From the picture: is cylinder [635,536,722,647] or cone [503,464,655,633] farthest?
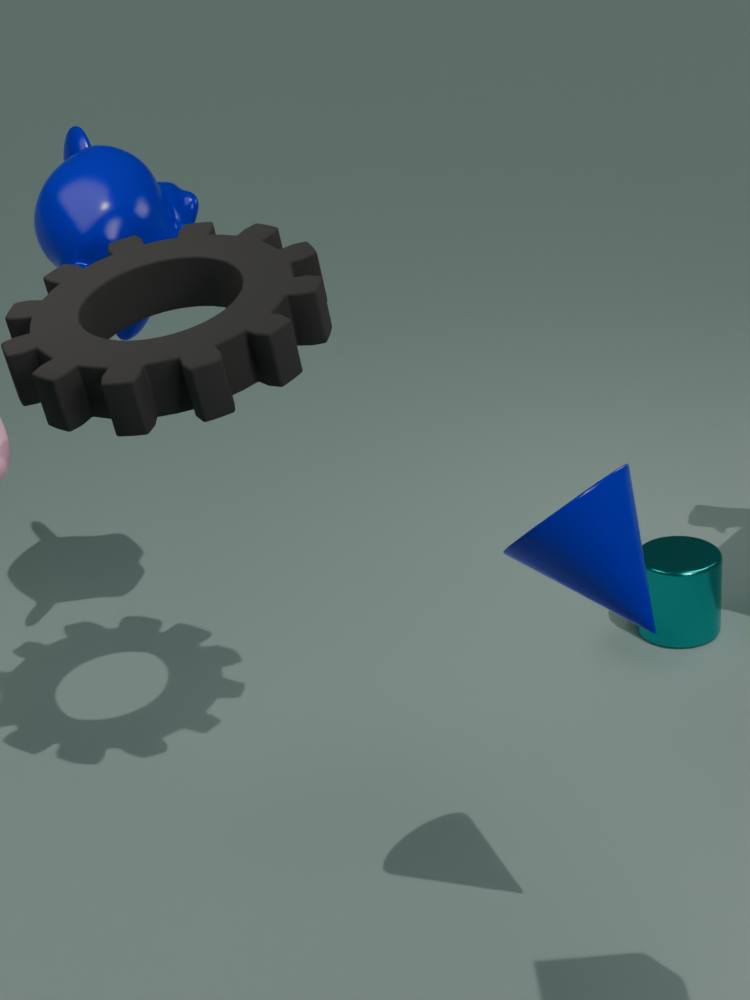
cylinder [635,536,722,647]
